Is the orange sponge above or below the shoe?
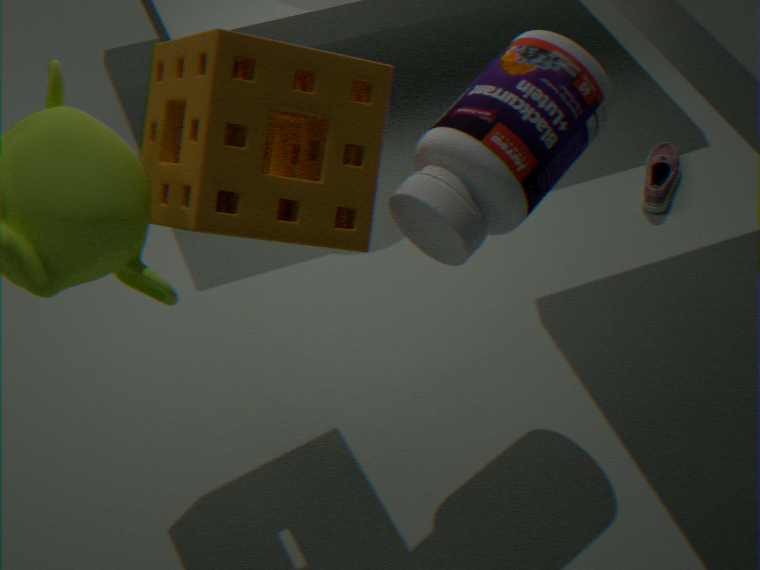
above
